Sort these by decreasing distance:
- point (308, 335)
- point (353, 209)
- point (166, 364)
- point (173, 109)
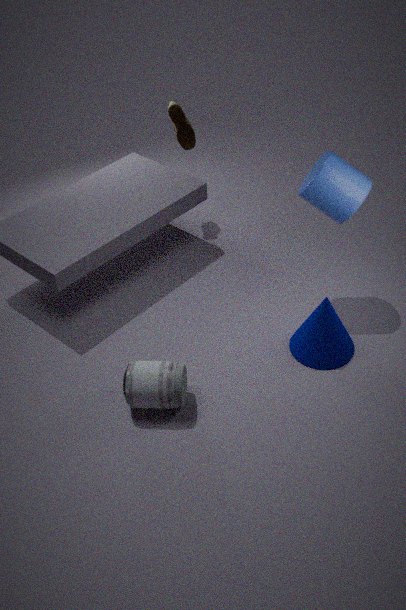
point (173, 109)
point (353, 209)
point (308, 335)
point (166, 364)
